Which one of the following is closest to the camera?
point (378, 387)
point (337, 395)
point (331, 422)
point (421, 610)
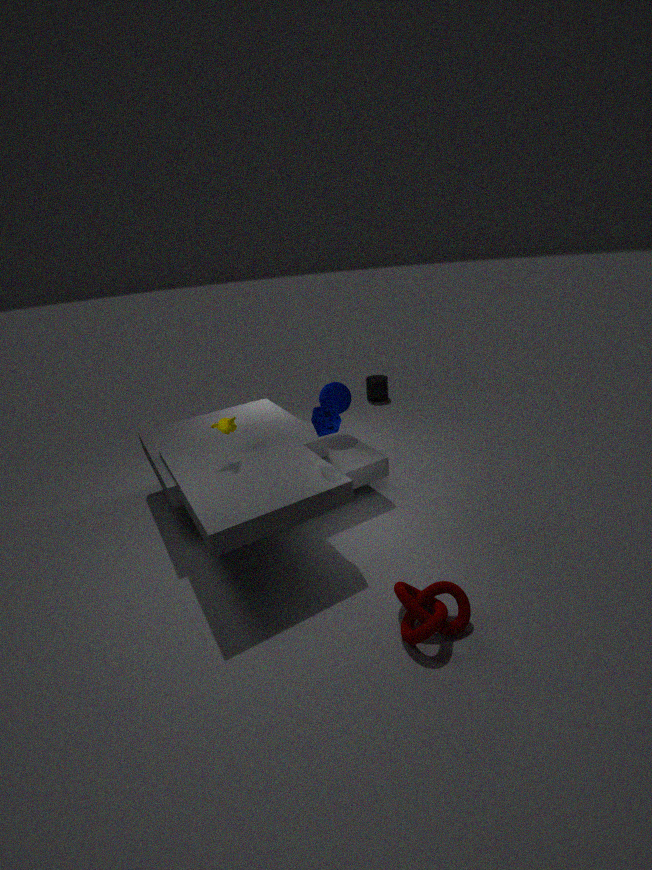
point (421, 610)
